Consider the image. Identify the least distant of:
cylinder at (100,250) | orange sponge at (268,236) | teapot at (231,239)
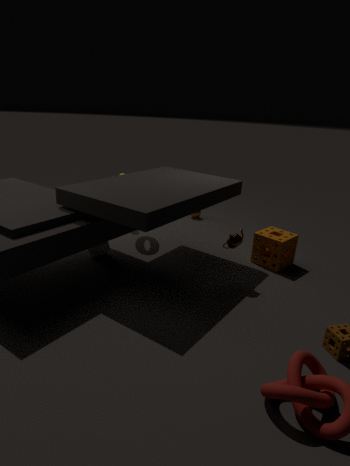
teapot at (231,239)
